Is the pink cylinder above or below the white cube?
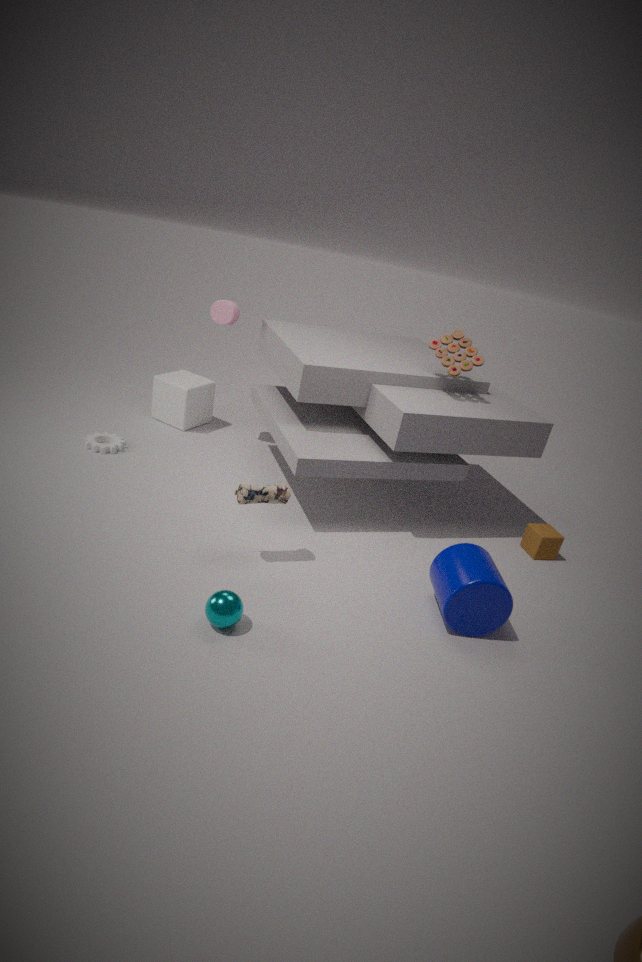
above
